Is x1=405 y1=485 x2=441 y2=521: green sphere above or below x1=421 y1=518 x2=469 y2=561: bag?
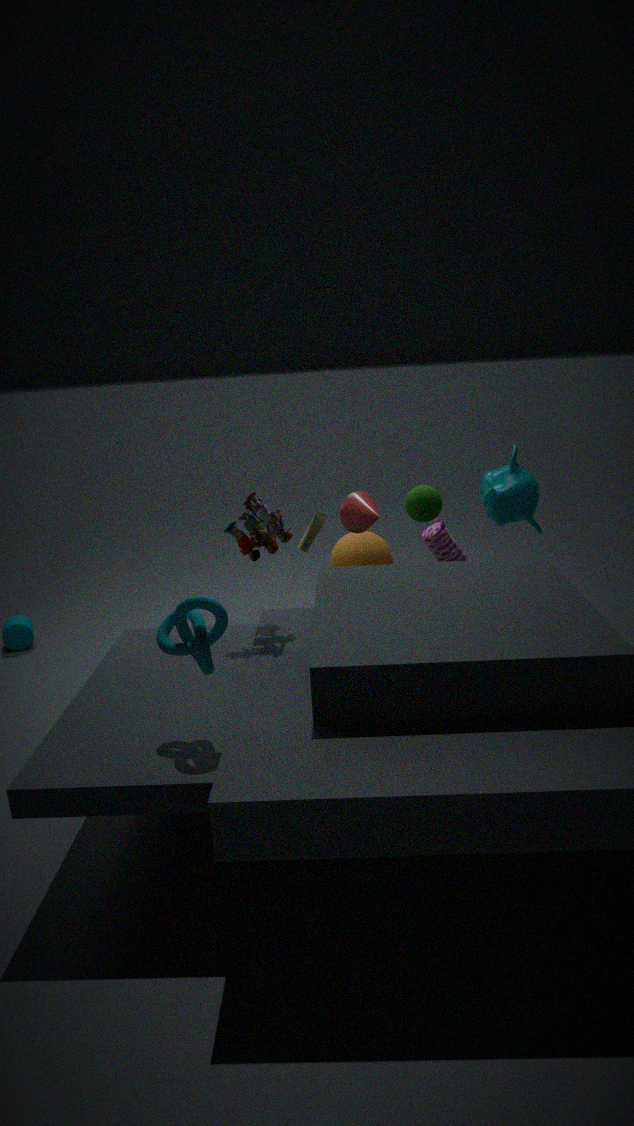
above
